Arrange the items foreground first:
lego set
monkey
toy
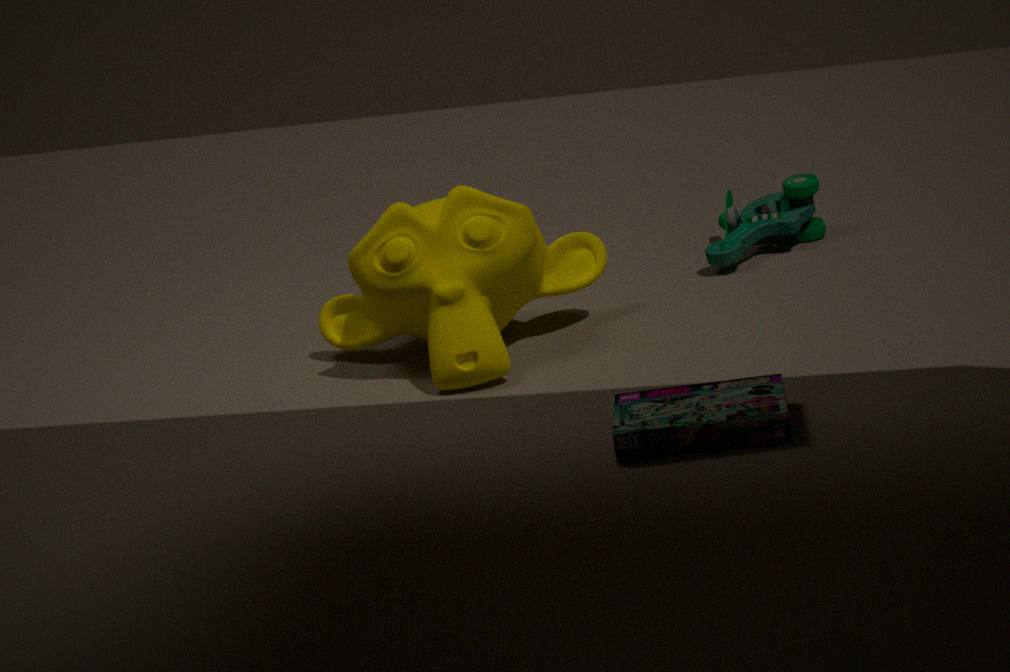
lego set, monkey, toy
